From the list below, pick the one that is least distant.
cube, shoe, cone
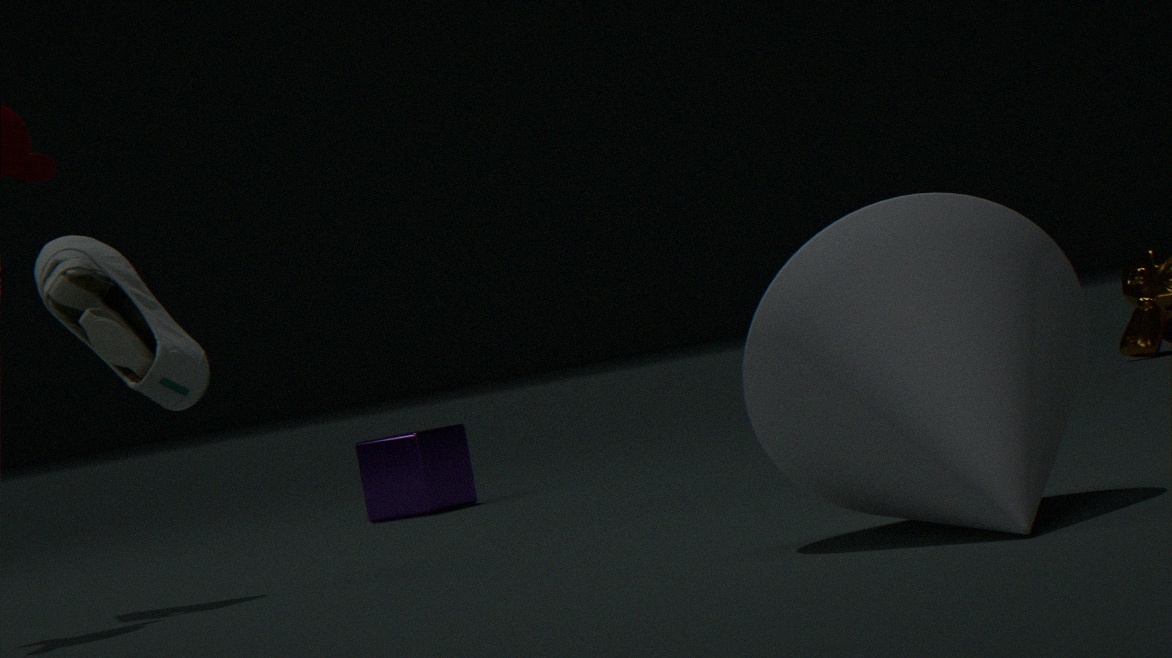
cone
